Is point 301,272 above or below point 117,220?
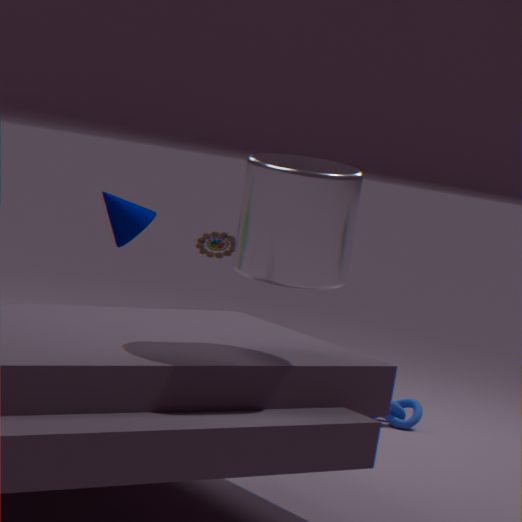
above
